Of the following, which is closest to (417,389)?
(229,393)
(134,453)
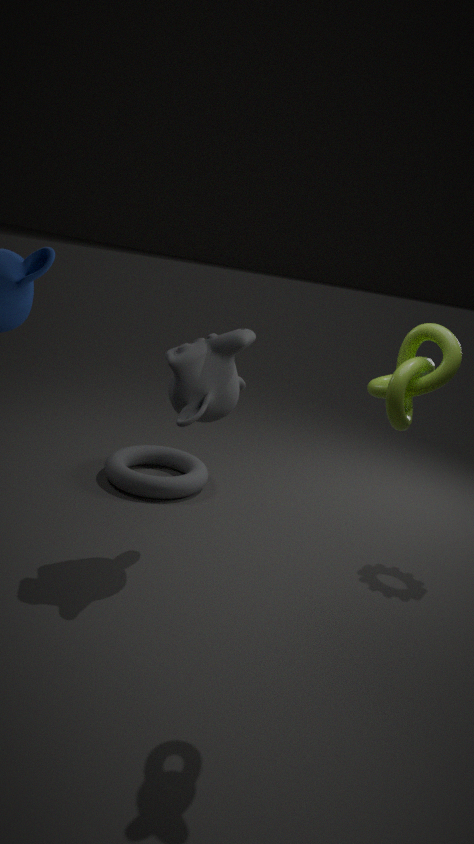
(229,393)
